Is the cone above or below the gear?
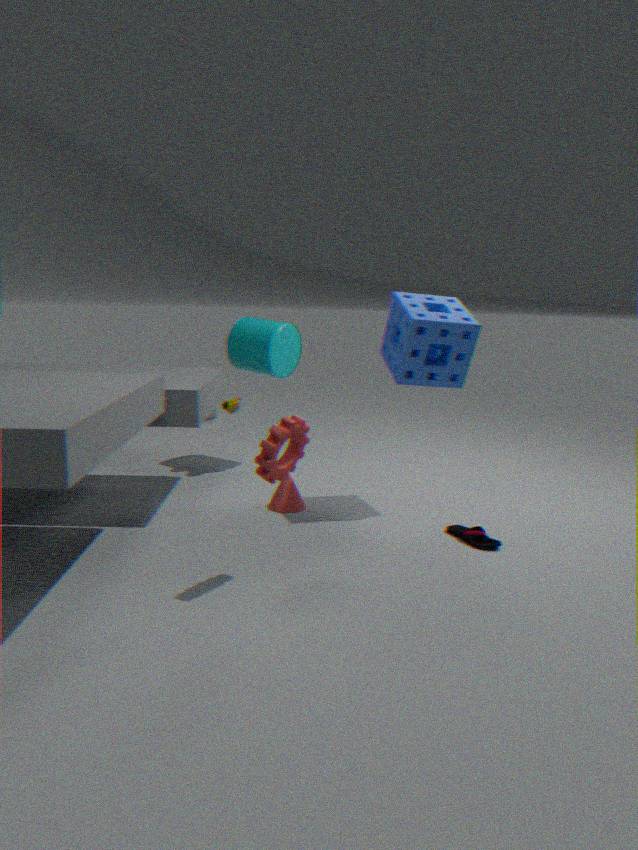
below
